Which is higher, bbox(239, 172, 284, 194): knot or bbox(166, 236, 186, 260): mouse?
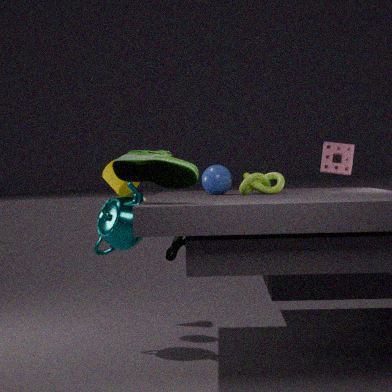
bbox(239, 172, 284, 194): knot
